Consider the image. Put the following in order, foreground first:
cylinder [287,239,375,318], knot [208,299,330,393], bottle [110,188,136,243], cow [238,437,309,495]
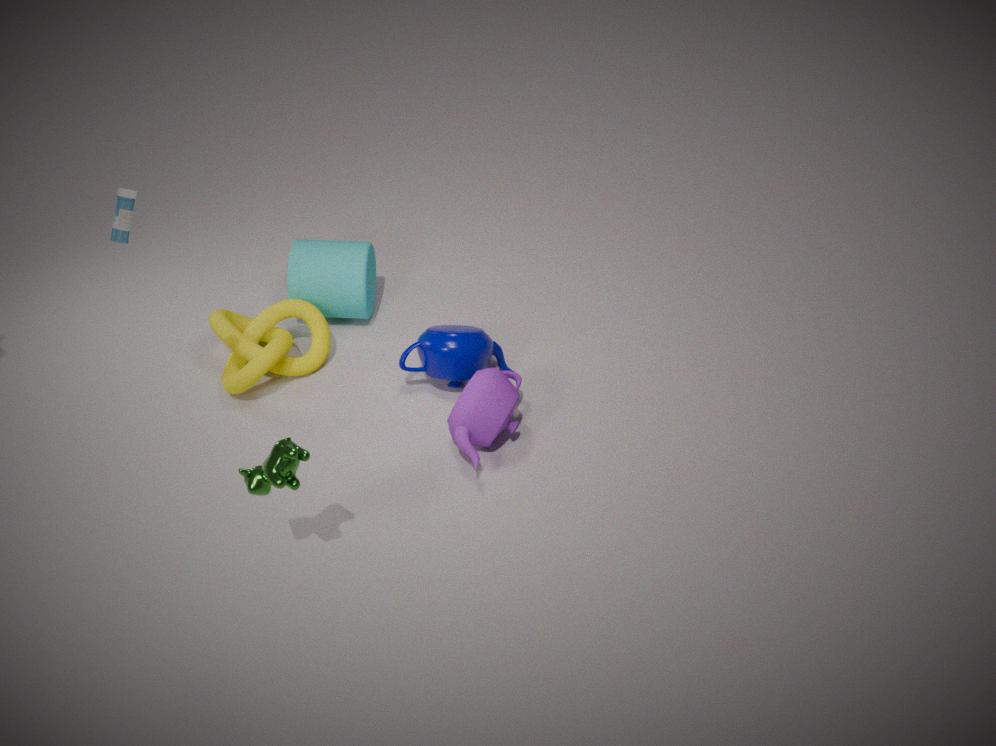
cow [238,437,309,495]
bottle [110,188,136,243]
knot [208,299,330,393]
cylinder [287,239,375,318]
